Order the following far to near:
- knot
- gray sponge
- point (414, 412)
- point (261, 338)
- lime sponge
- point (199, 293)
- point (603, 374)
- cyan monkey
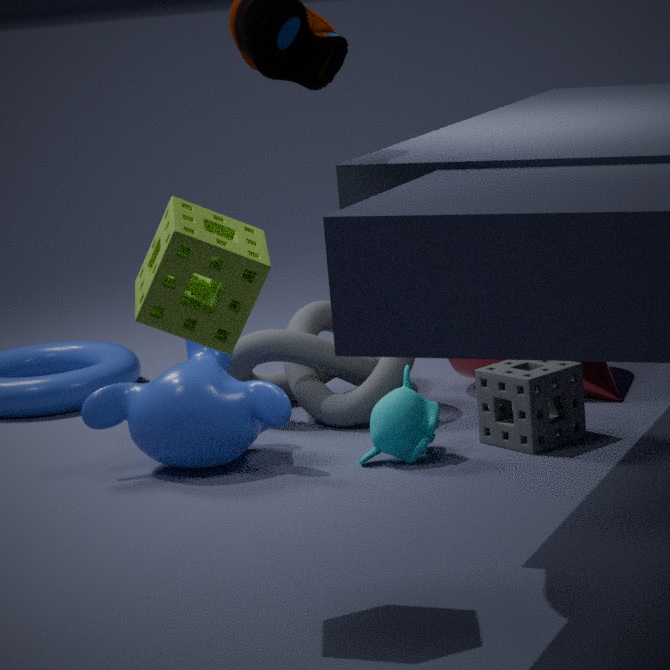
point (603, 374)
point (261, 338)
point (414, 412)
point (199, 293)
knot
gray sponge
cyan monkey
lime sponge
